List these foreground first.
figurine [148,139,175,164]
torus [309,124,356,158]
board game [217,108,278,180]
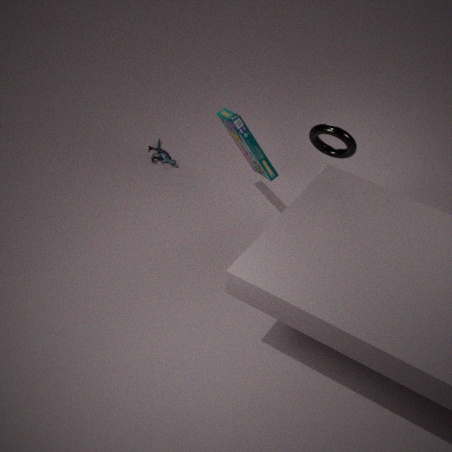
torus [309,124,356,158] < board game [217,108,278,180] < figurine [148,139,175,164]
